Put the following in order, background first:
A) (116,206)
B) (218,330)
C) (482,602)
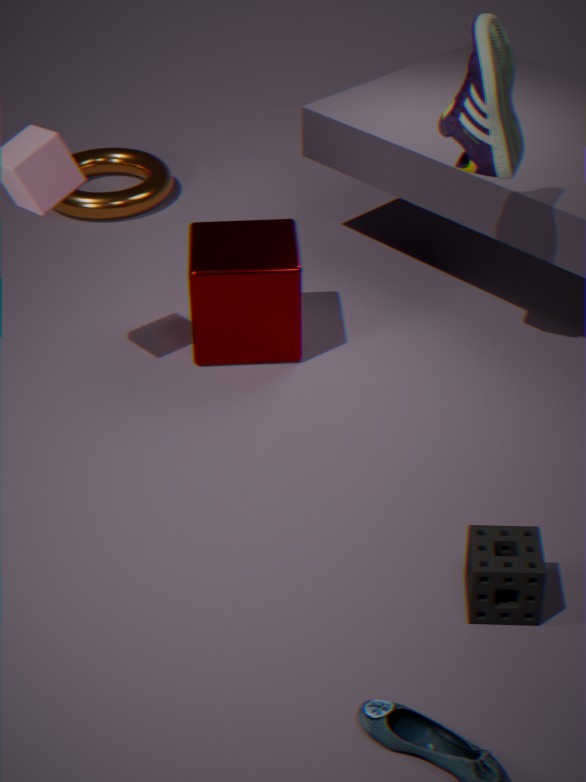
(116,206) → (218,330) → (482,602)
